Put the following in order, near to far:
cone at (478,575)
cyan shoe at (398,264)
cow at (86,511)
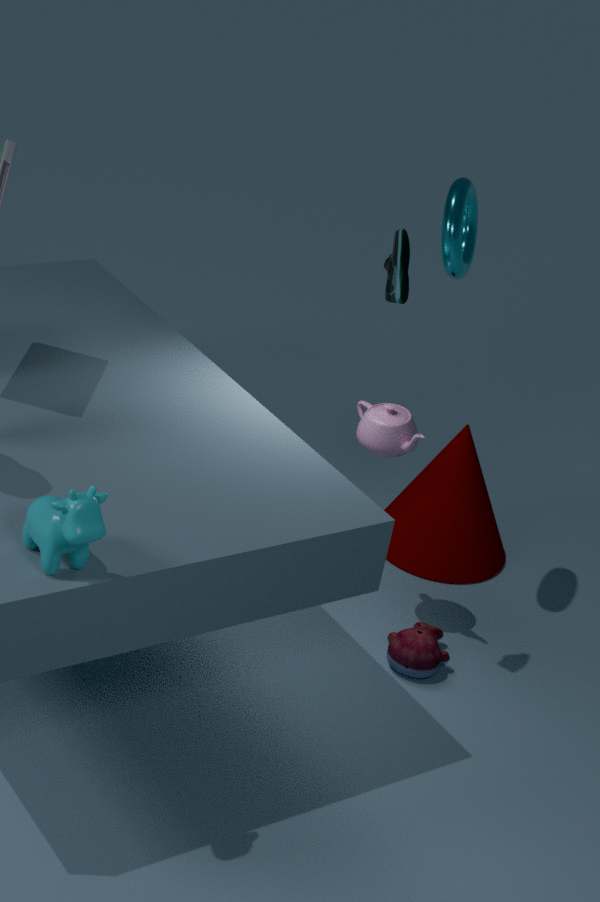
cow at (86,511)
cyan shoe at (398,264)
cone at (478,575)
